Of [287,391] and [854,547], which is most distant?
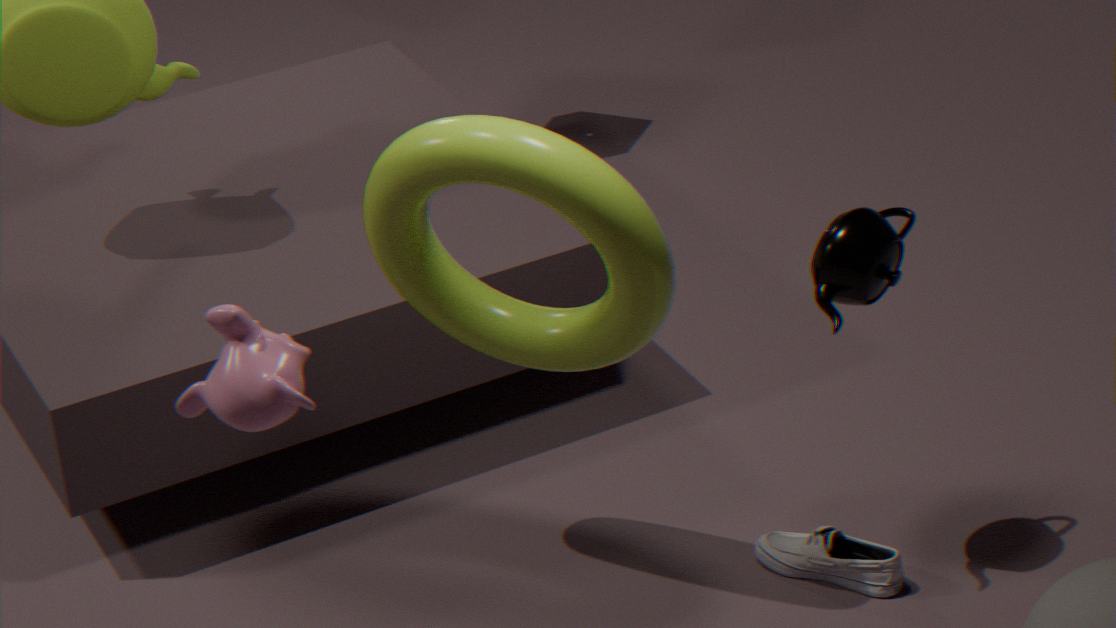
[854,547]
